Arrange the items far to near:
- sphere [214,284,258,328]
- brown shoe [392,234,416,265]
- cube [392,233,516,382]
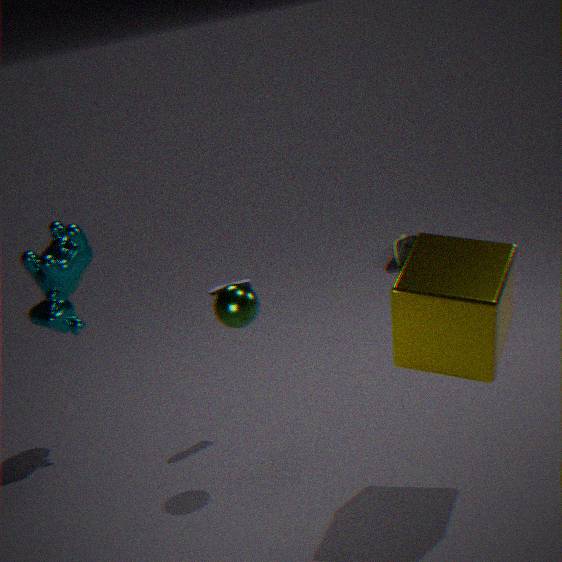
brown shoe [392,234,416,265] < sphere [214,284,258,328] < cube [392,233,516,382]
